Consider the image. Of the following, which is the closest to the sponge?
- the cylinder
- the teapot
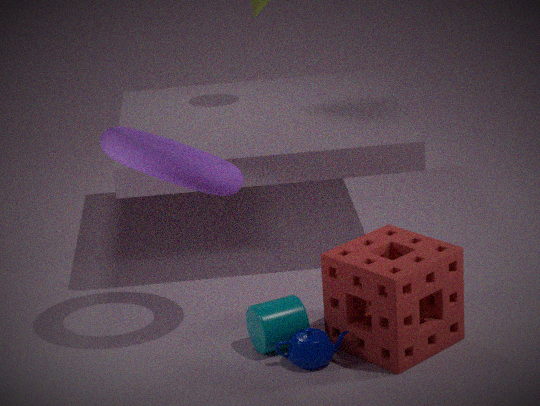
the teapot
